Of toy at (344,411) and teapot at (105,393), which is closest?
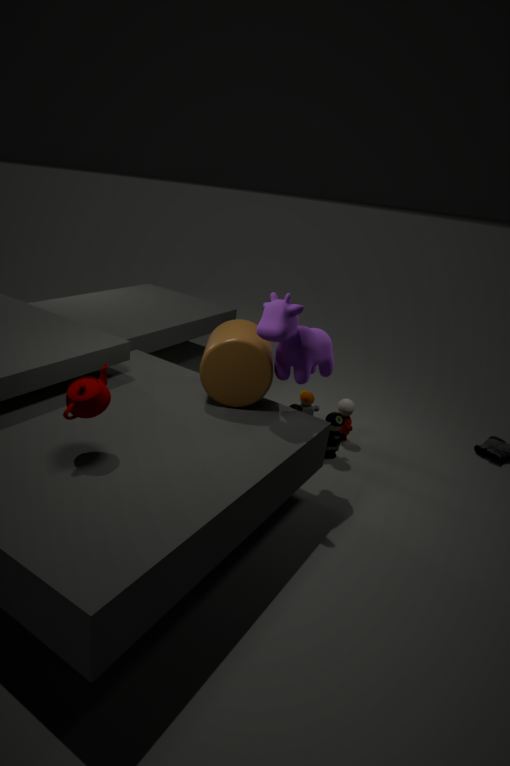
teapot at (105,393)
